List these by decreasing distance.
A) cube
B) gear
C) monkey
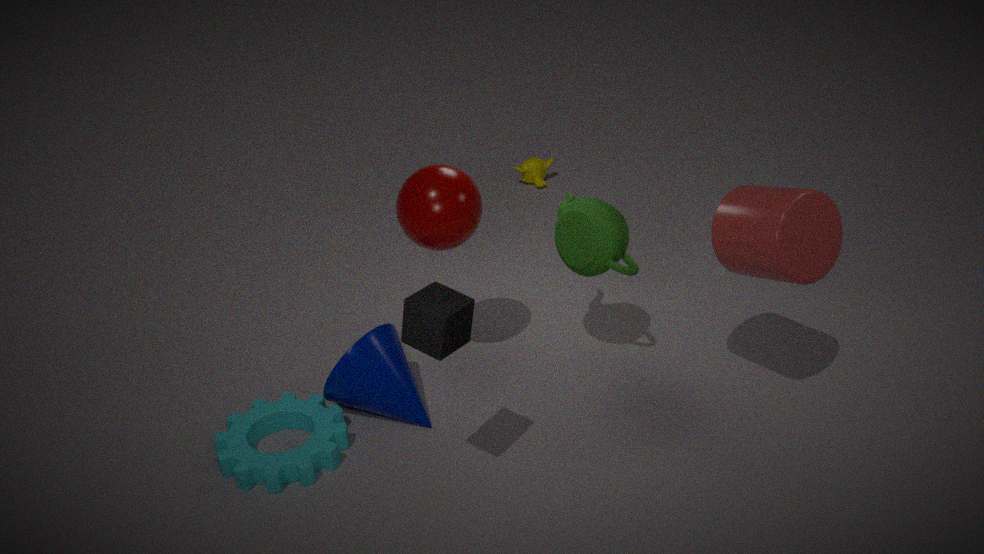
monkey, gear, cube
